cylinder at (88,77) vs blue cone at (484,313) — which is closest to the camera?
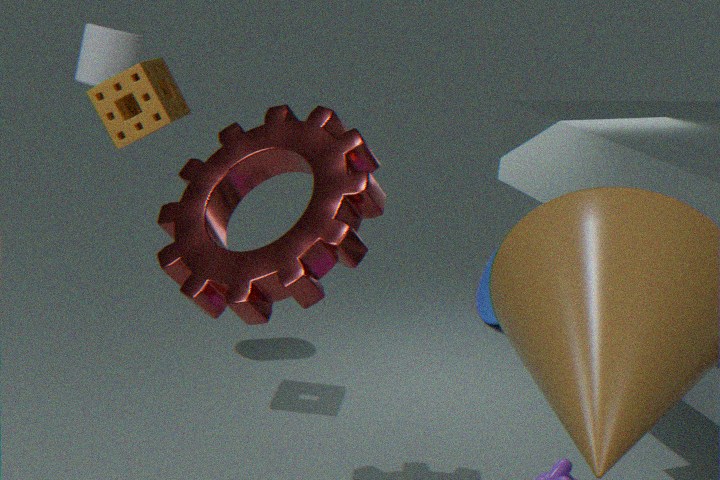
cylinder at (88,77)
